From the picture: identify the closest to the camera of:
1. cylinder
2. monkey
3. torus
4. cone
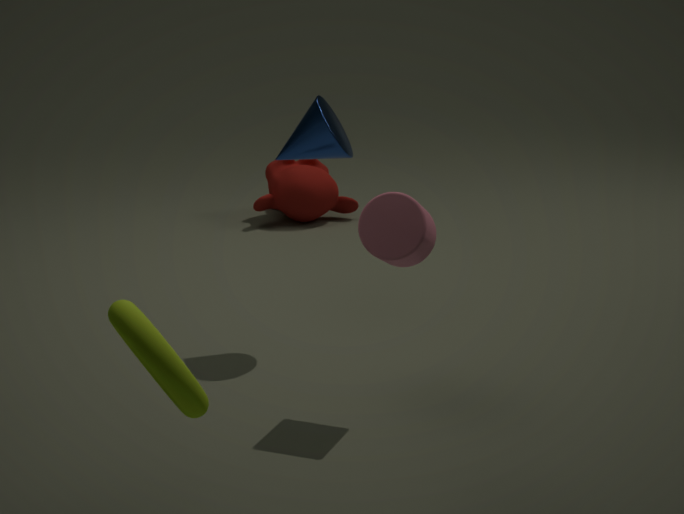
torus
